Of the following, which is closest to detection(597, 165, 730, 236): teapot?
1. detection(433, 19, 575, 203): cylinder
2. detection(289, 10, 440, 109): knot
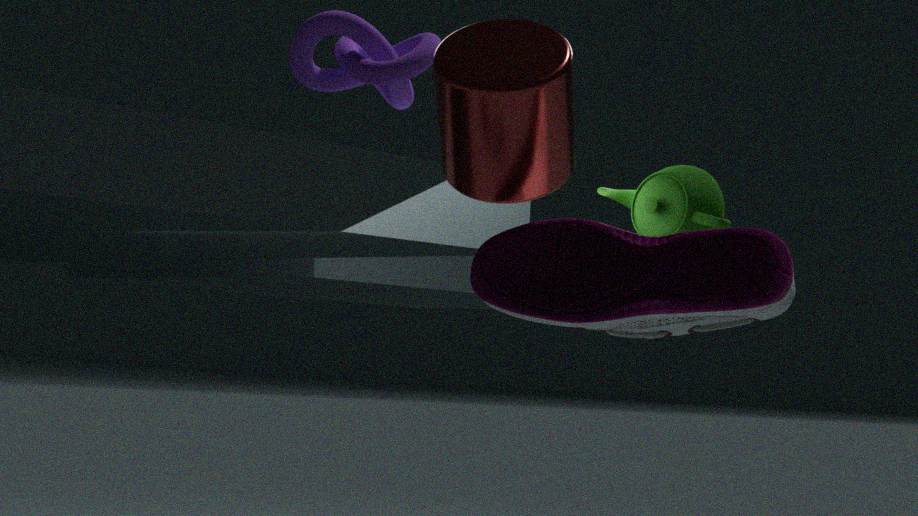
detection(289, 10, 440, 109): knot
